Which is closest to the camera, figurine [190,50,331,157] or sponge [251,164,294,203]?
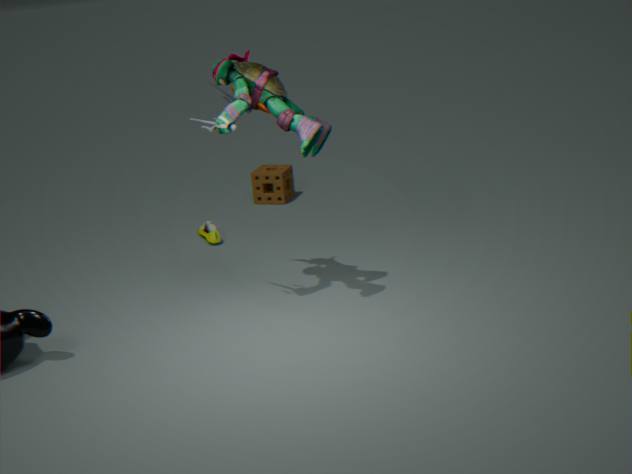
figurine [190,50,331,157]
